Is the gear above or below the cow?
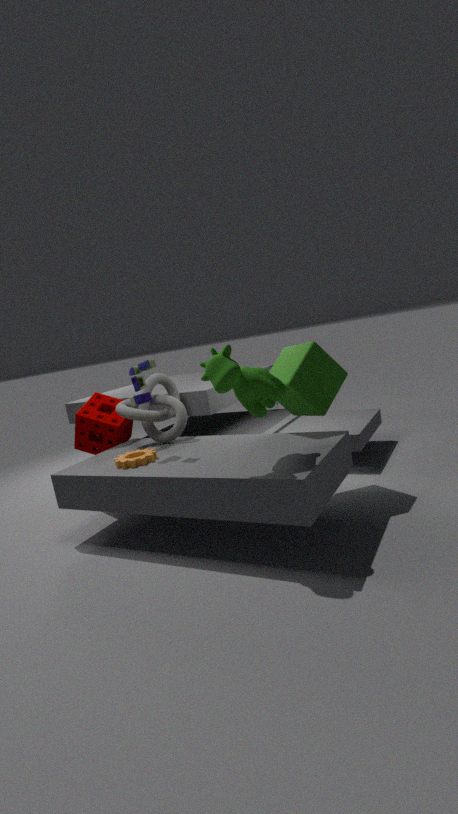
below
